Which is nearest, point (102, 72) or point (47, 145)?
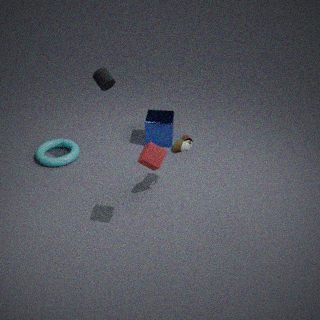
point (102, 72)
